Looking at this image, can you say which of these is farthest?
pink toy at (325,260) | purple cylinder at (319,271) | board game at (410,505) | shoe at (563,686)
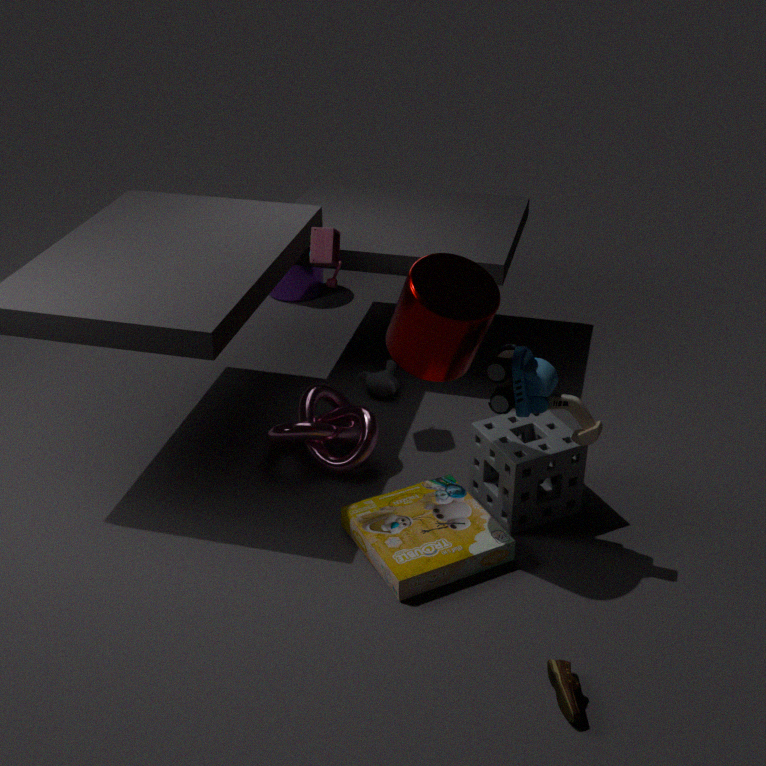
purple cylinder at (319,271)
